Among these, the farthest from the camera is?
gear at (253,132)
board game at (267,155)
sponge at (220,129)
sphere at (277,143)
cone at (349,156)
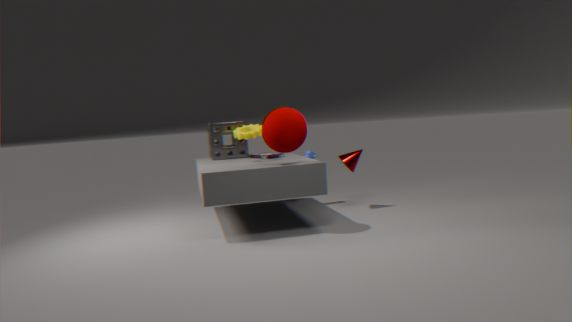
sponge at (220,129)
